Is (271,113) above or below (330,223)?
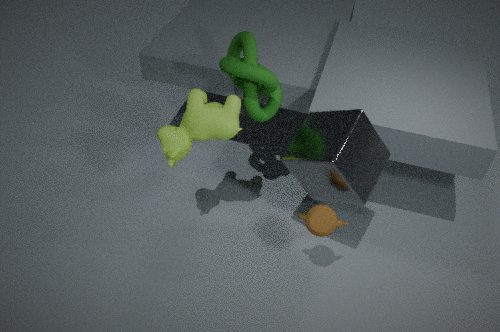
above
